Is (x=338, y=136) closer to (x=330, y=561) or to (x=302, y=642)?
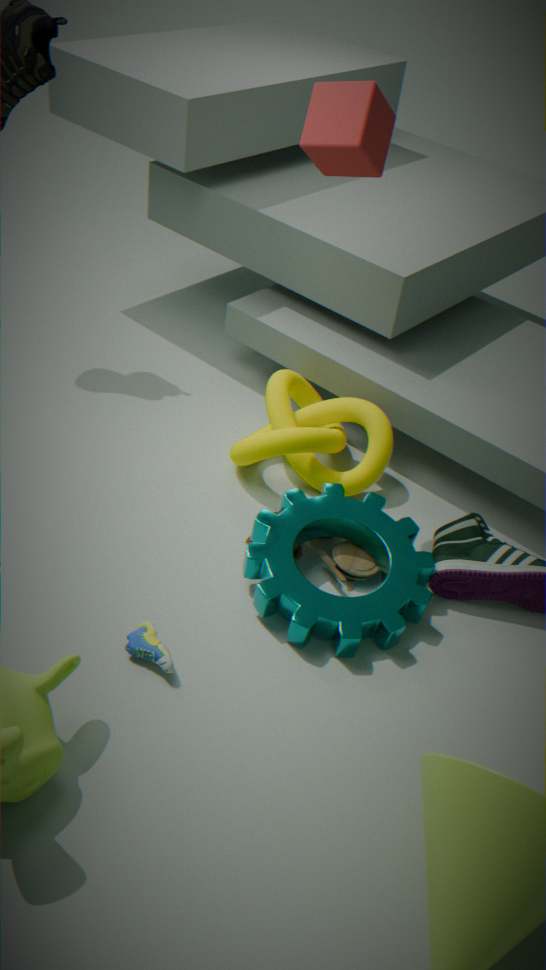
(x=330, y=561)
